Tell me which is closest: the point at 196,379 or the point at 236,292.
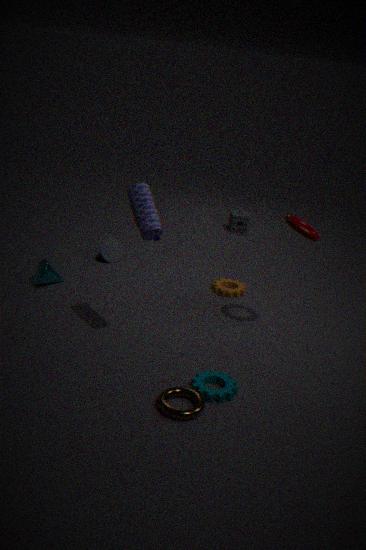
the point at 196,379
